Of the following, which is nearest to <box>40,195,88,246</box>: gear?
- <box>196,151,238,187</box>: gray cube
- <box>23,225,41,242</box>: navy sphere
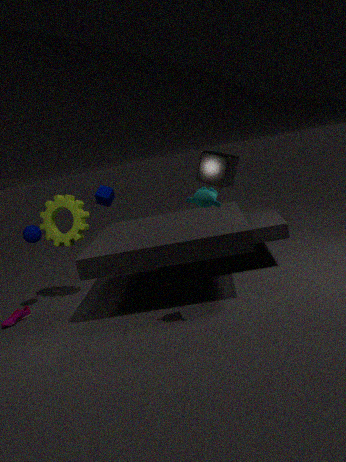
<box>23,225,41,242</box>: navy sphere
